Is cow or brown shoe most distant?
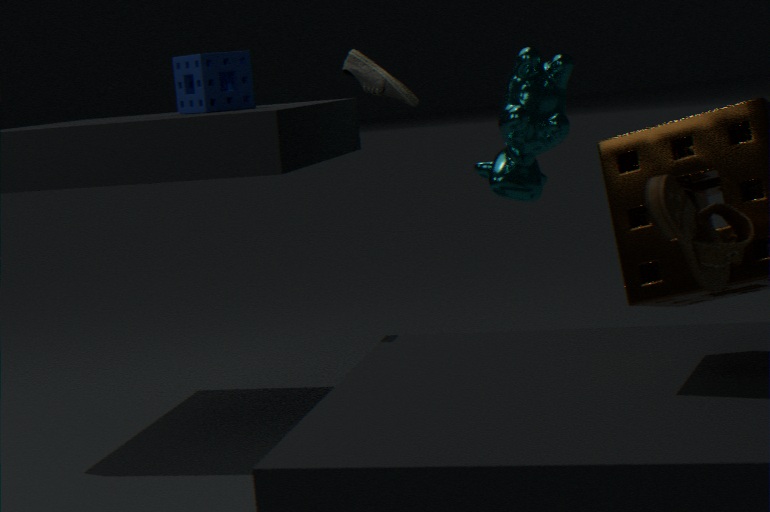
→ cow
